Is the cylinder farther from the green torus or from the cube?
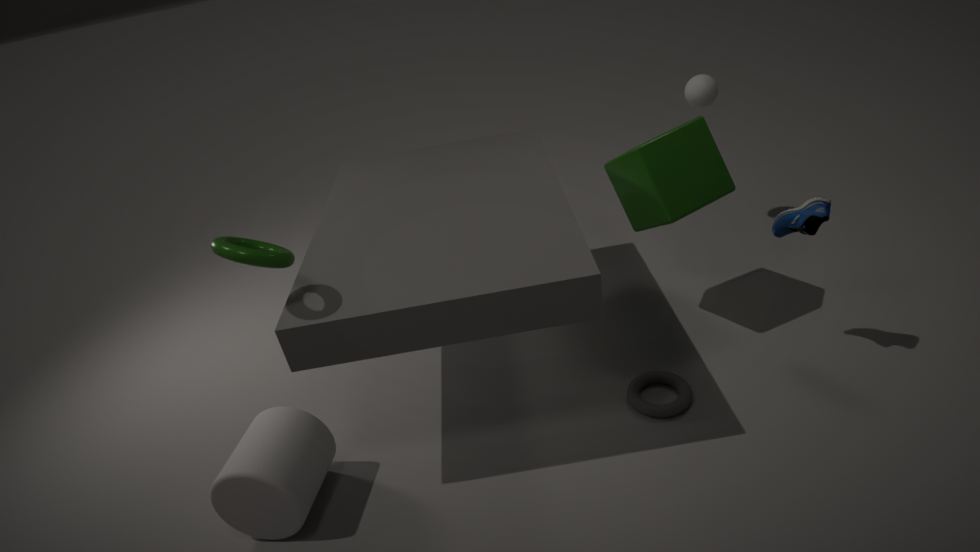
the cube
